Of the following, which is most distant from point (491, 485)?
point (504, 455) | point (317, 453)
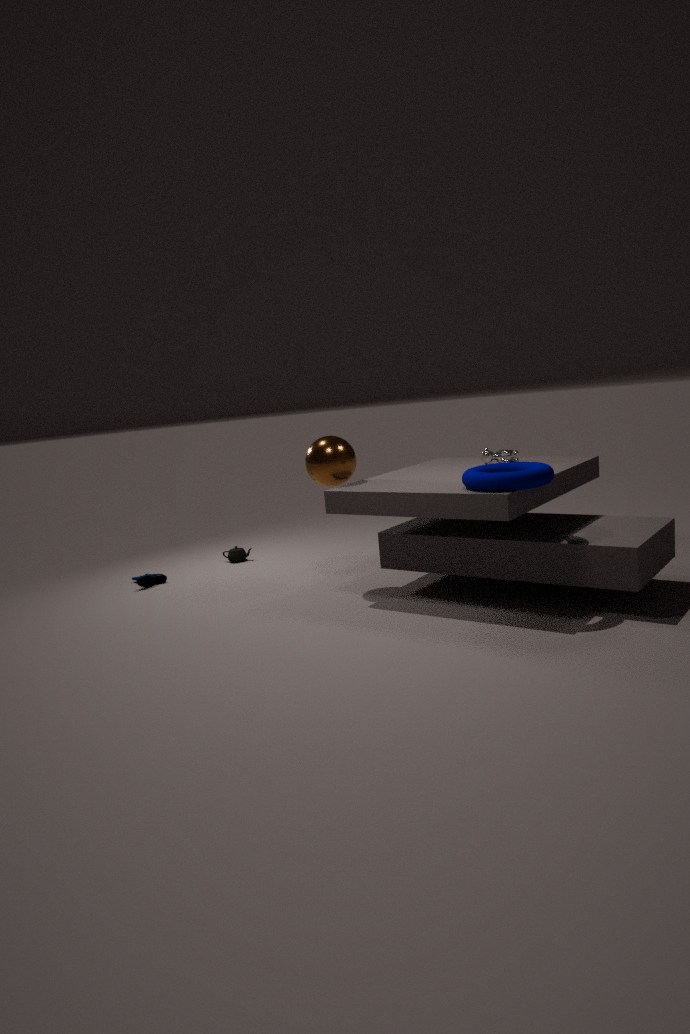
Answer: point (317, 453)
